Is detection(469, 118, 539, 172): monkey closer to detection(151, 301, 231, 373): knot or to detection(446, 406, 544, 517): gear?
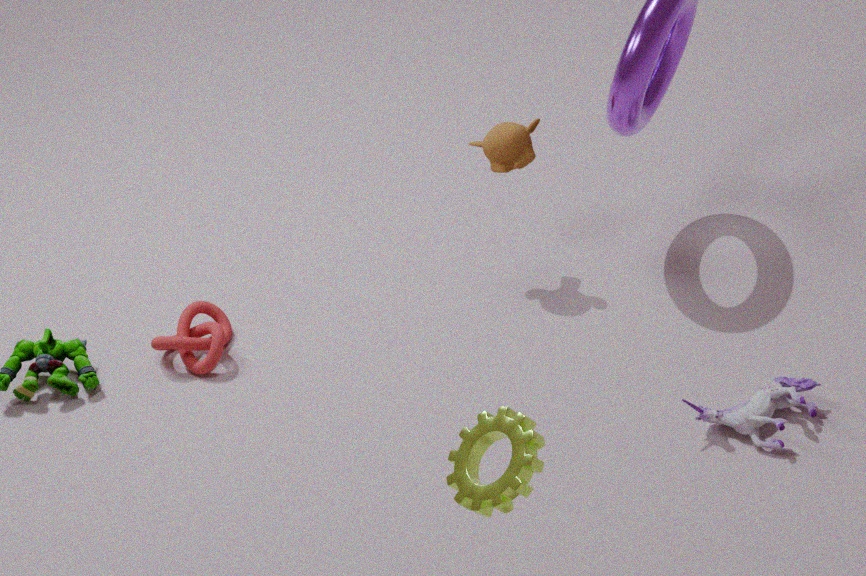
detection(151, 301, 231, 373): knot
